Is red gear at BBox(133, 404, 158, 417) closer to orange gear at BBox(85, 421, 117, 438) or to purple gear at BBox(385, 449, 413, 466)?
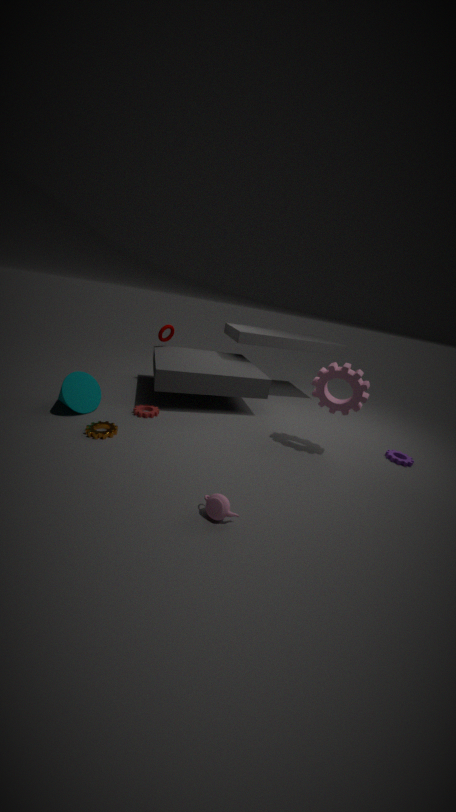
orange gear at BBox(85, 421, 117, 438)
